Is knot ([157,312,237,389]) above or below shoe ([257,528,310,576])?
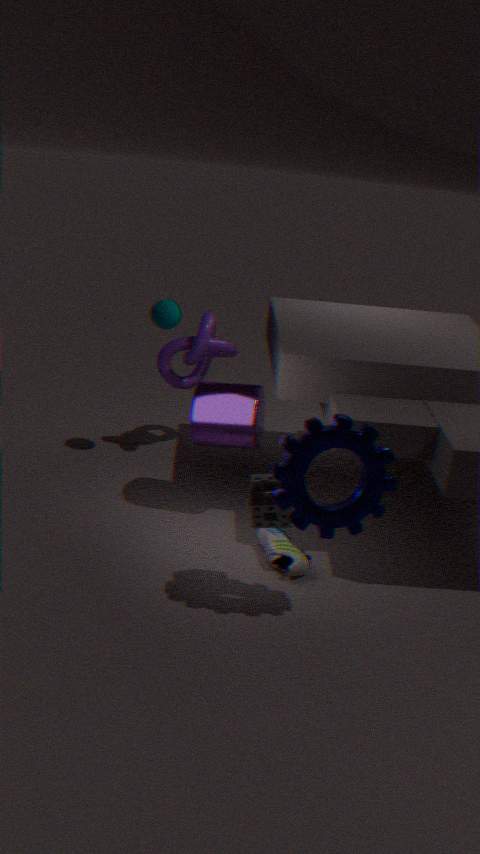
above
